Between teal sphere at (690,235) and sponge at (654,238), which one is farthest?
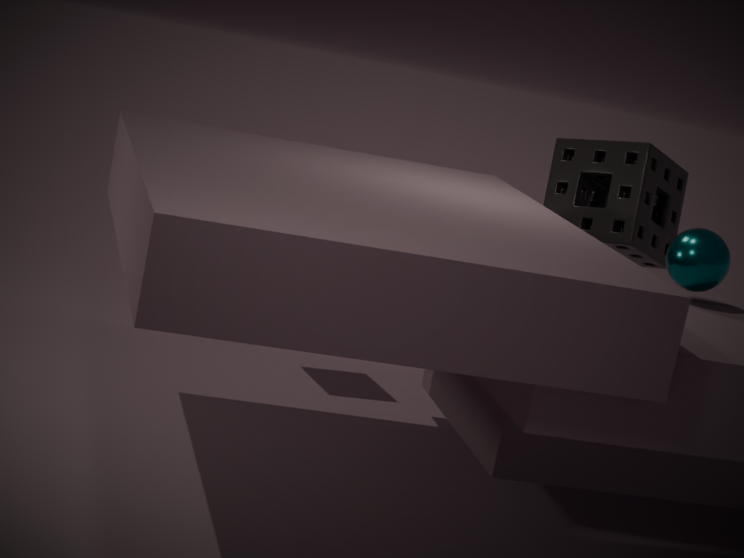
sponge at (654,238)
